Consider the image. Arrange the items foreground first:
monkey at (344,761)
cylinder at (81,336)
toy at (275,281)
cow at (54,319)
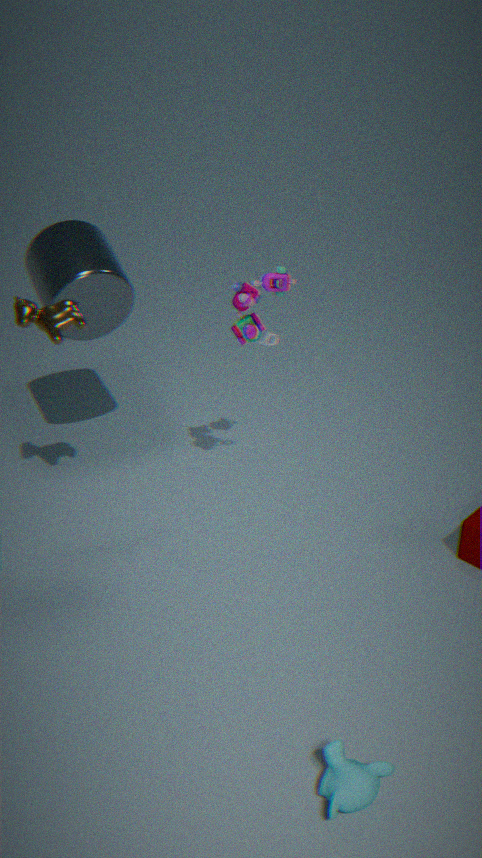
monkey at (344,761), cow at (54,319), toy at (275,281), cylinder at (81,336)
